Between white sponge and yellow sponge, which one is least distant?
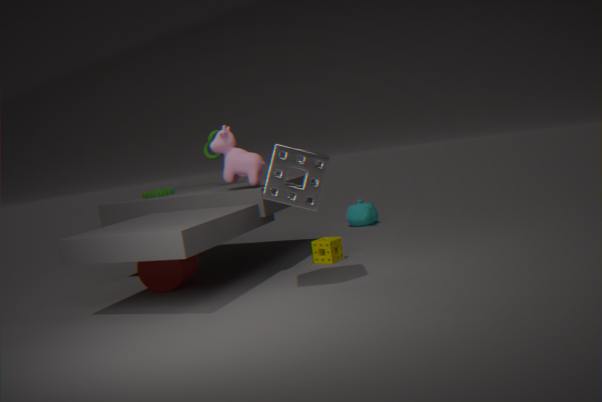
white sponge
